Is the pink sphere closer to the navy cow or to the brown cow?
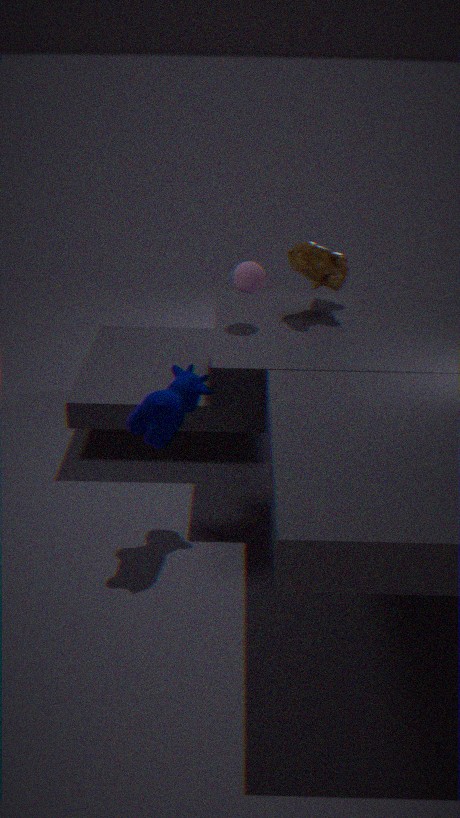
the brown cow
